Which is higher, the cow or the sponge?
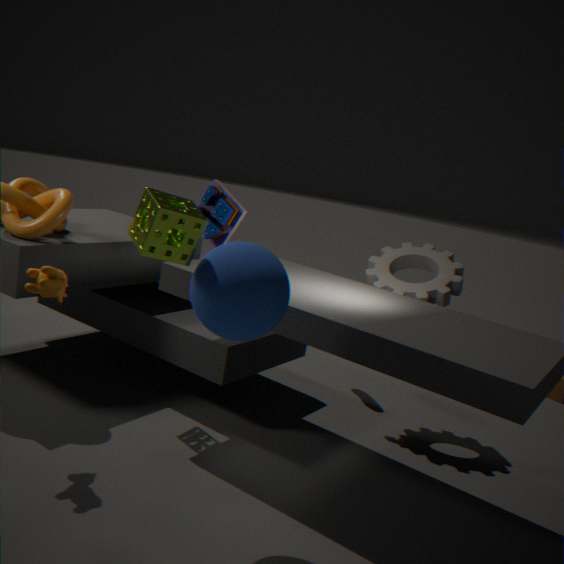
the sponge
